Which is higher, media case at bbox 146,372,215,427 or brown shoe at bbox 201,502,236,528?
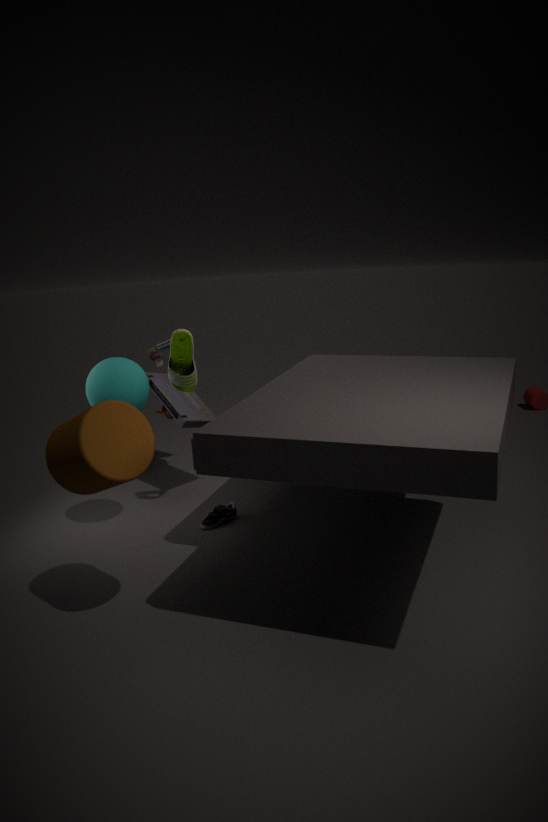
media case at bbox 146,372,215,427
